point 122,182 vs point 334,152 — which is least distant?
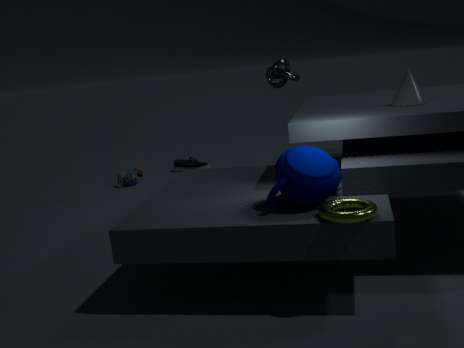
point 334,152
